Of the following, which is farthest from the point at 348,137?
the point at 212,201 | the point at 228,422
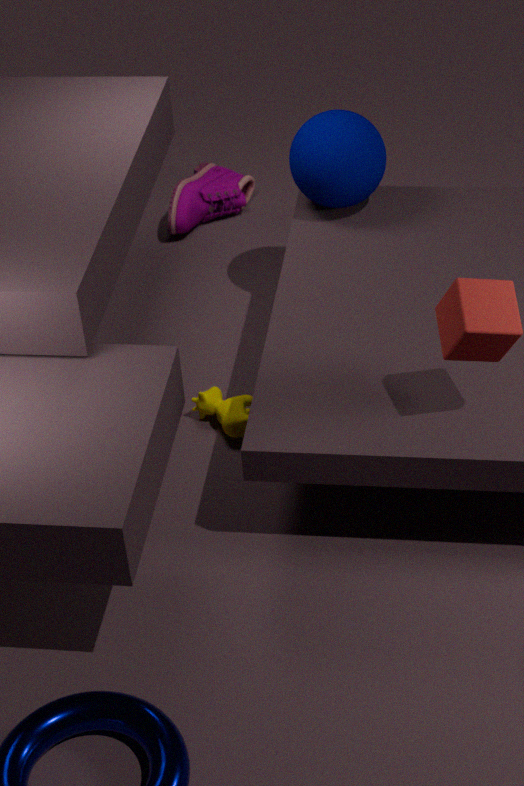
the point at 228,422
